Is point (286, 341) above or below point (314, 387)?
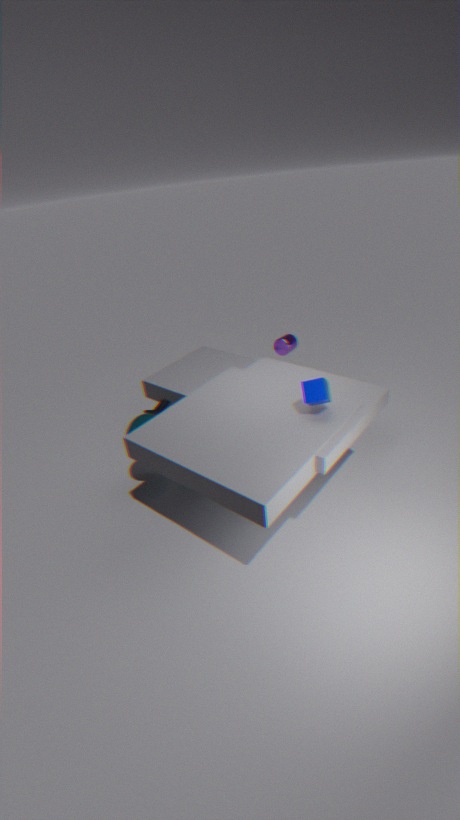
below
